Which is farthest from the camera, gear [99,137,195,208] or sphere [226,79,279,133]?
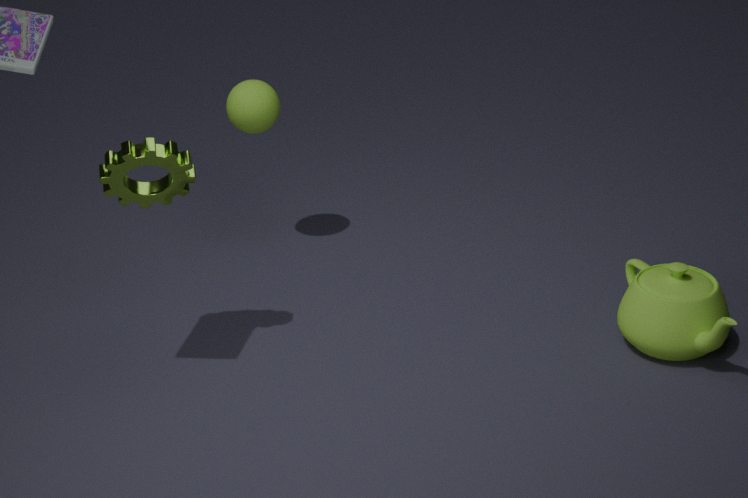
sphere [226,79,279,133]
